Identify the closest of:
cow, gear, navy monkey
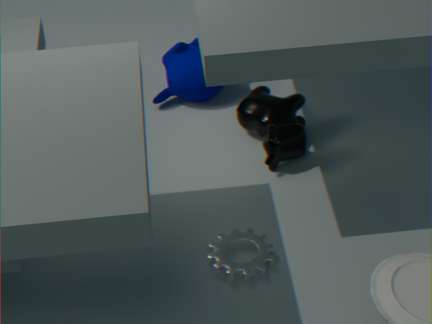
gear
